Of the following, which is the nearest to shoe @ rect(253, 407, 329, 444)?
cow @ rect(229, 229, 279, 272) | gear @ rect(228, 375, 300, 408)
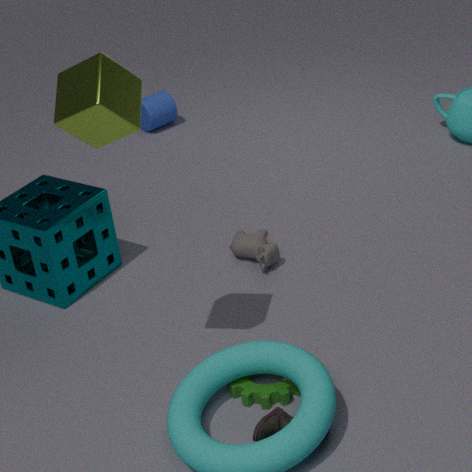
gear @ rect(228, 375, 300, 408)
